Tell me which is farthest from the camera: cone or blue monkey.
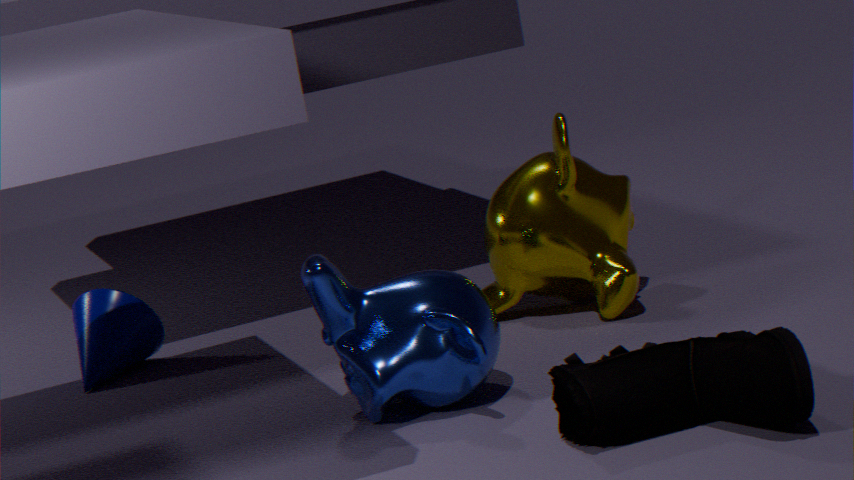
cone
